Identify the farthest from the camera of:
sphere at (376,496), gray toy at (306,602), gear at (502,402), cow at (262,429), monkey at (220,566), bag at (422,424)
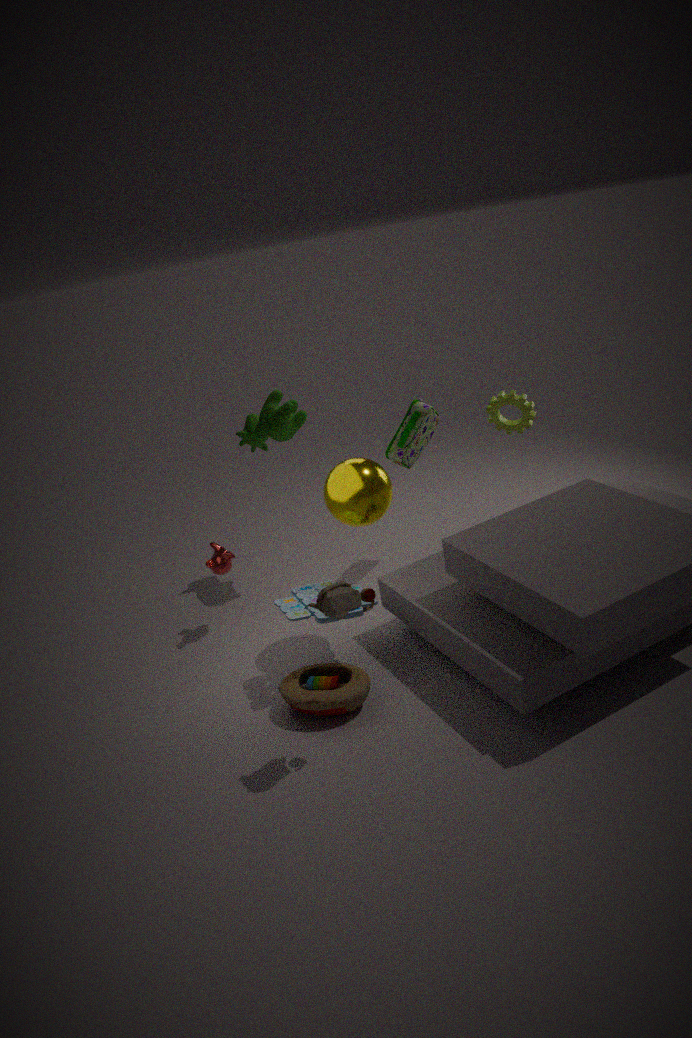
cow at (262,429)
